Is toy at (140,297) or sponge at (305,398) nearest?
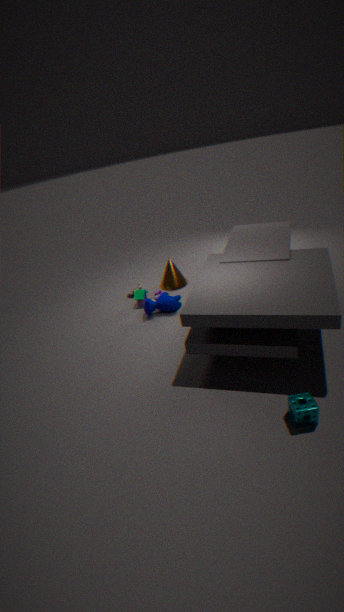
sponge at (305,398)
